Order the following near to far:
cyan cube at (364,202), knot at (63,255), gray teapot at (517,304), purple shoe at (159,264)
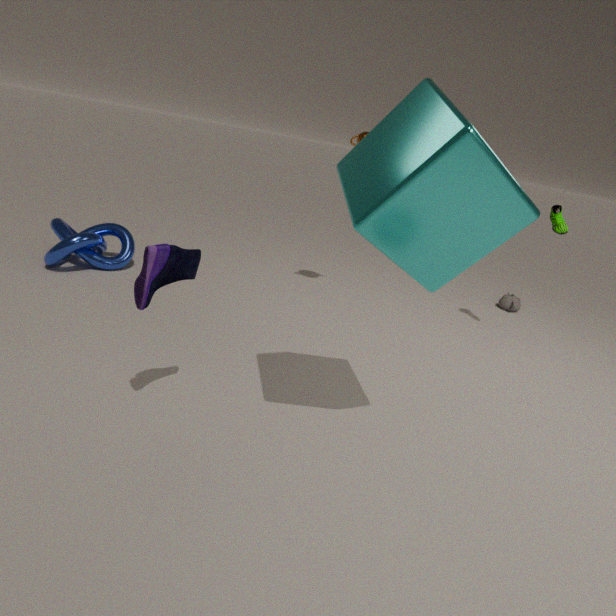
cyan cube at (364,202)
purple shoe at (159,264)
knot at (63,255)
gray teapot at (517,304)
